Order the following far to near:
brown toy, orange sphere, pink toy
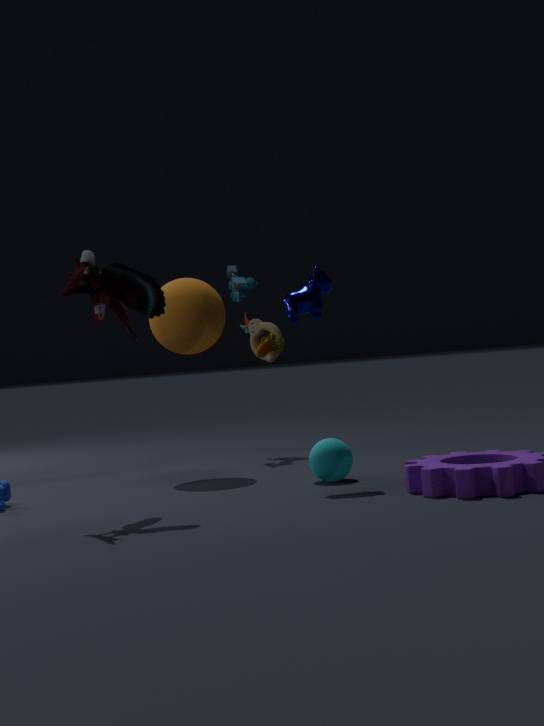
brown toy → orange sphere → pink toy
